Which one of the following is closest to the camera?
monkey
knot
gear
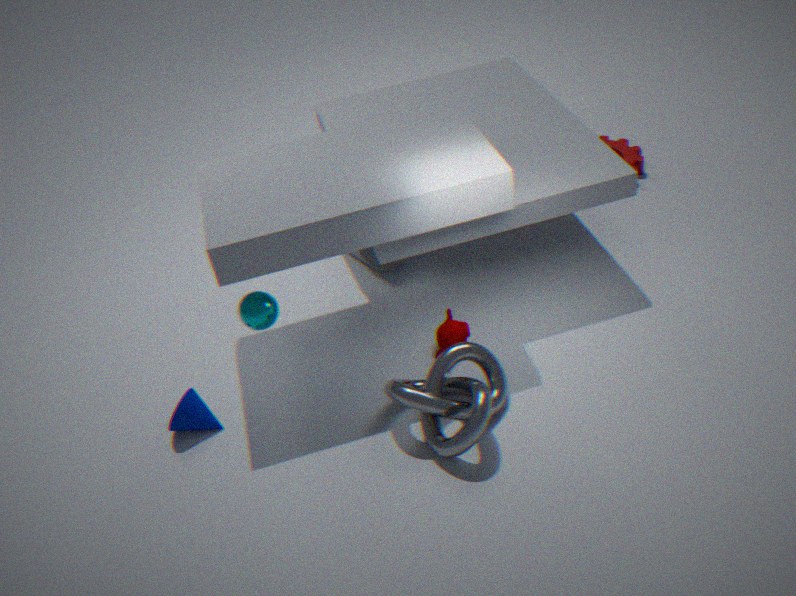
knot
